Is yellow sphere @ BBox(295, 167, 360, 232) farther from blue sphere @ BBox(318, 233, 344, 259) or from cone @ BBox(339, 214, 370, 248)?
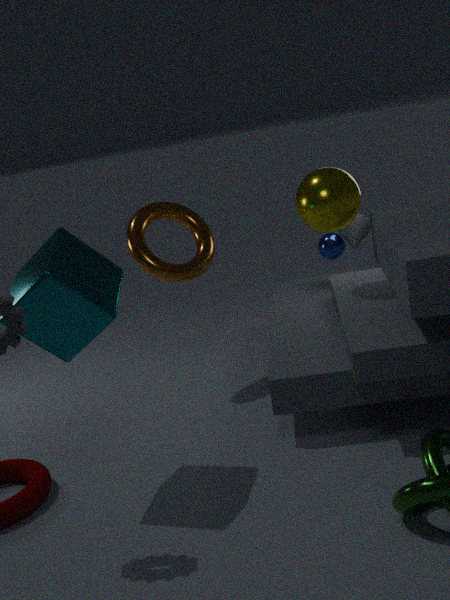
blue sphere @ BBox(318, 233, 344, 259)
